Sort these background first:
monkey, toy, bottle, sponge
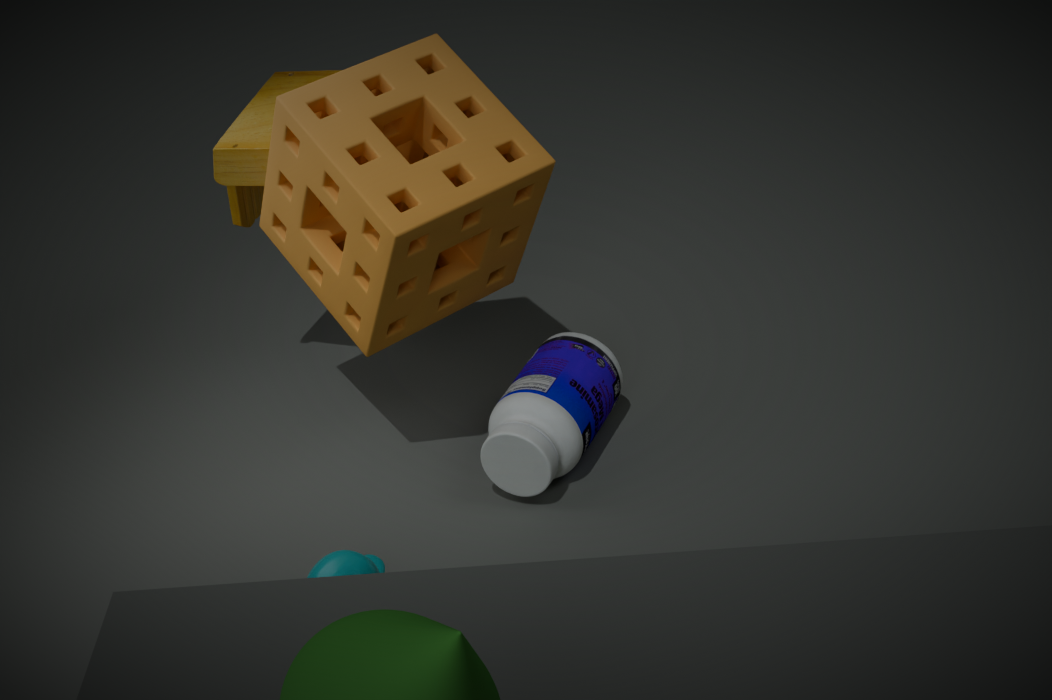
toy → bottle → sponge → monkey
